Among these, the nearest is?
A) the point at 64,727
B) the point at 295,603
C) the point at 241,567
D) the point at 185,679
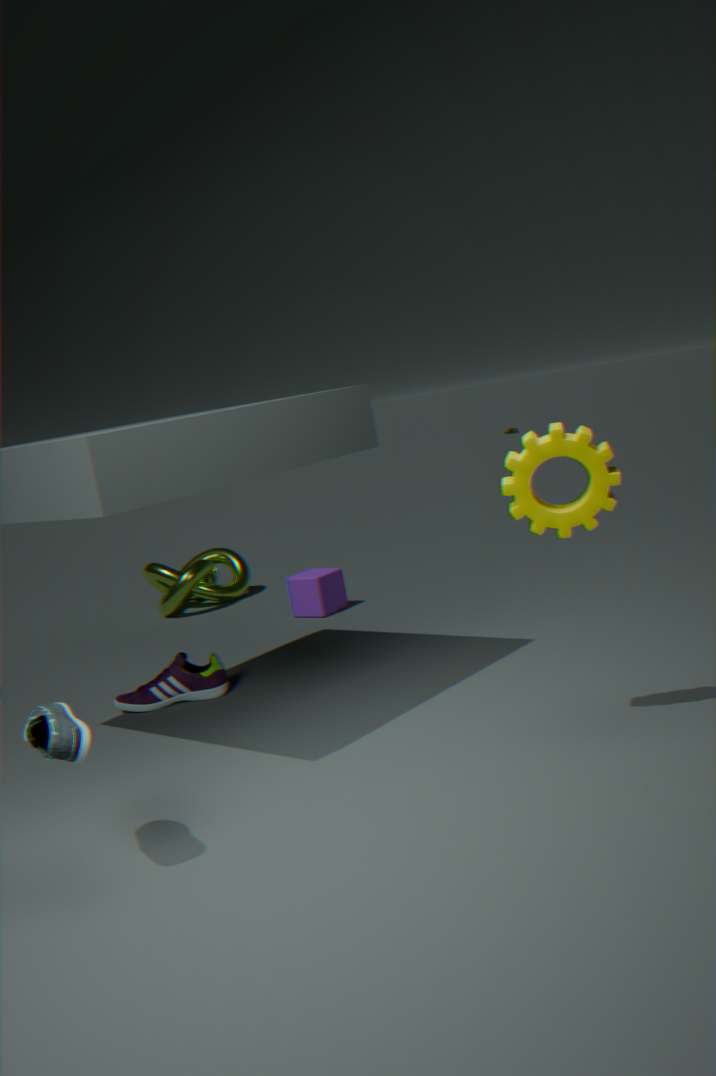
the point at 64,727
